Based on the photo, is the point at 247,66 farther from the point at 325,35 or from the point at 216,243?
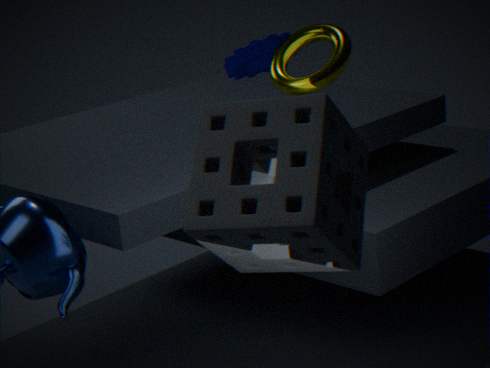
the point at 216,243
